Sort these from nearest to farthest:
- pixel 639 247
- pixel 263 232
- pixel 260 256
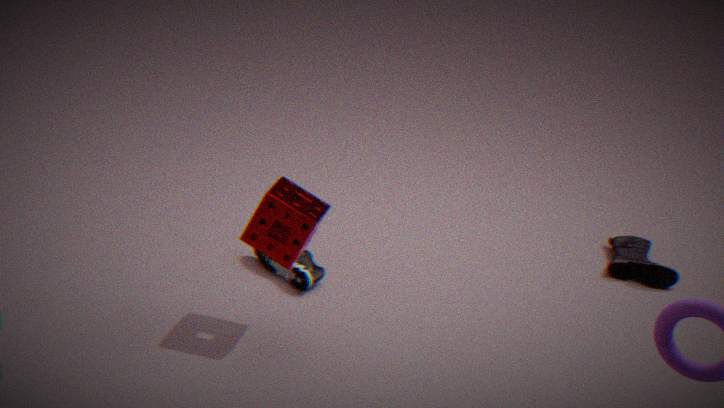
pixel 263 232 → pixel 260 256 → pixel 639 247
